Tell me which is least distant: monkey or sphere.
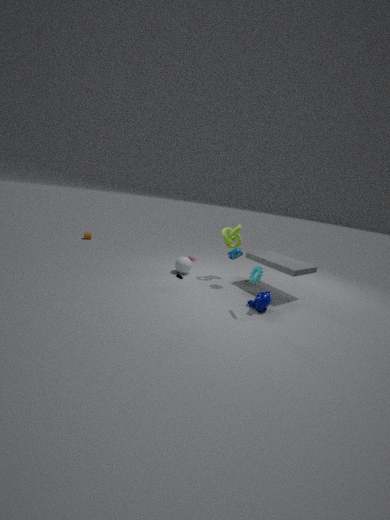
monkey
